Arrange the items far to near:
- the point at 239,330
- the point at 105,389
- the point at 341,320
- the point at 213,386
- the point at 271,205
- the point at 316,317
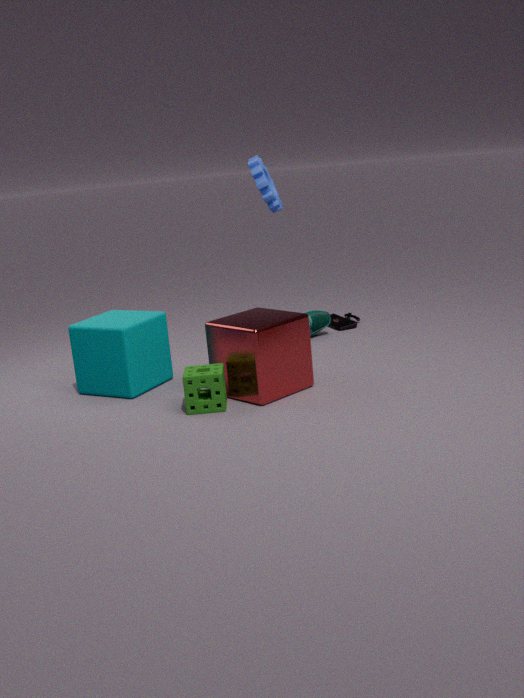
1. the point at 341,320
2. the point at 316,317
3. the point at 105,389
4. the point at 271,205
5. the point at 239,330
6. the point at 213,386
